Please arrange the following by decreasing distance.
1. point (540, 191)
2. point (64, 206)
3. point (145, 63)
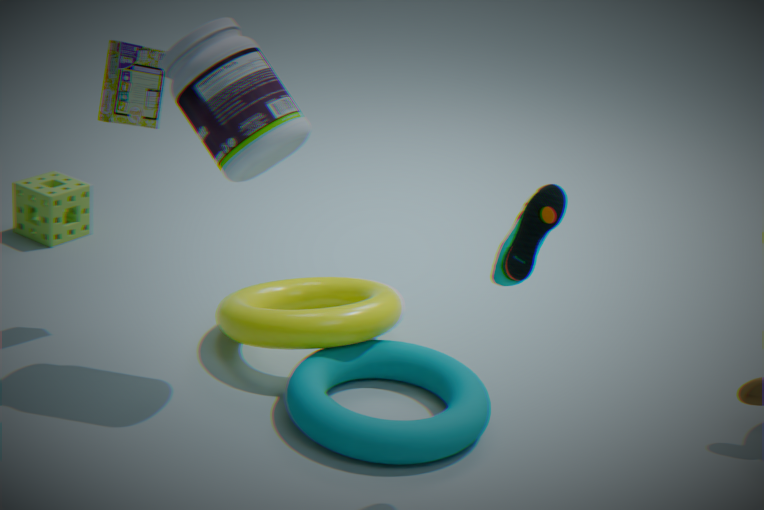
point (64, 206)
point (145, 63)
point (540, 191)
